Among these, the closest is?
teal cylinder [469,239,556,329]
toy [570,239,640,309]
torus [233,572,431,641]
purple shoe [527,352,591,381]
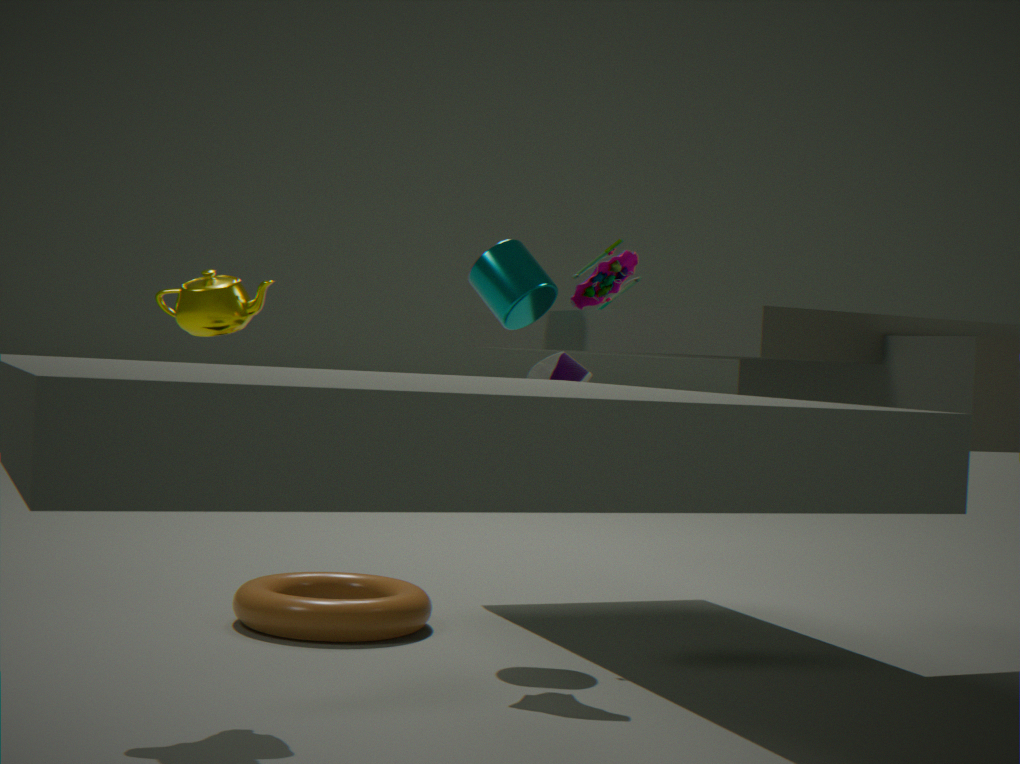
purple shoe [527,352,591,381]
